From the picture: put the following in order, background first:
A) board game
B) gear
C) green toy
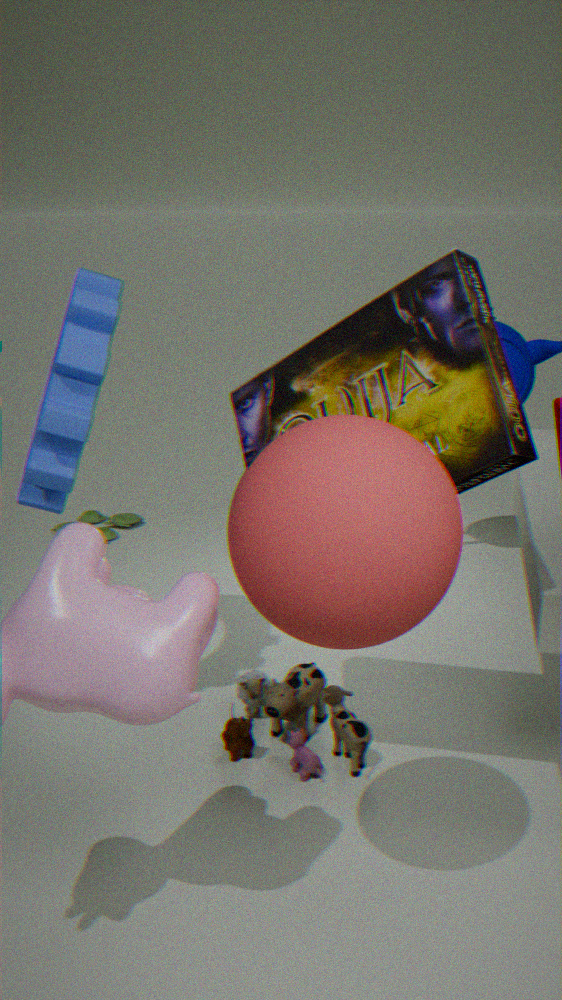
green toy
gear
board game
